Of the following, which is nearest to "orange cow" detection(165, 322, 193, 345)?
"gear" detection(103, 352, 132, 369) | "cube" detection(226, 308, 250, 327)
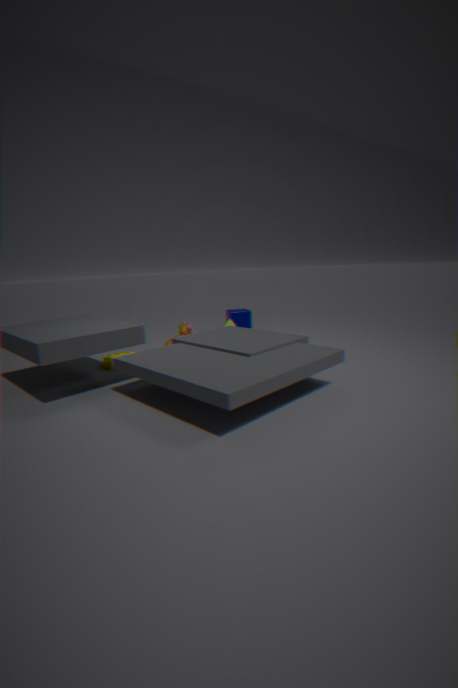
"gear" detection(103, 352, 132, 369)
